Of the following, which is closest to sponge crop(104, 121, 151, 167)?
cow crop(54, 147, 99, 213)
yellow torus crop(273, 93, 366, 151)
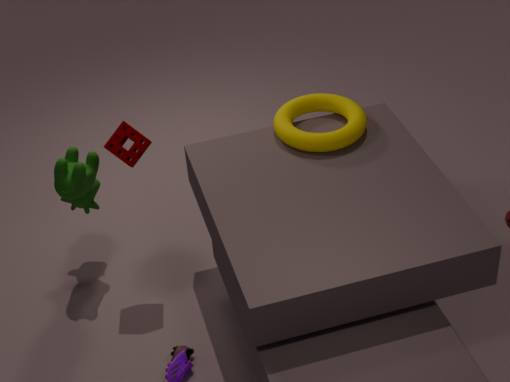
cow crop(54, 147, 99, 213)
